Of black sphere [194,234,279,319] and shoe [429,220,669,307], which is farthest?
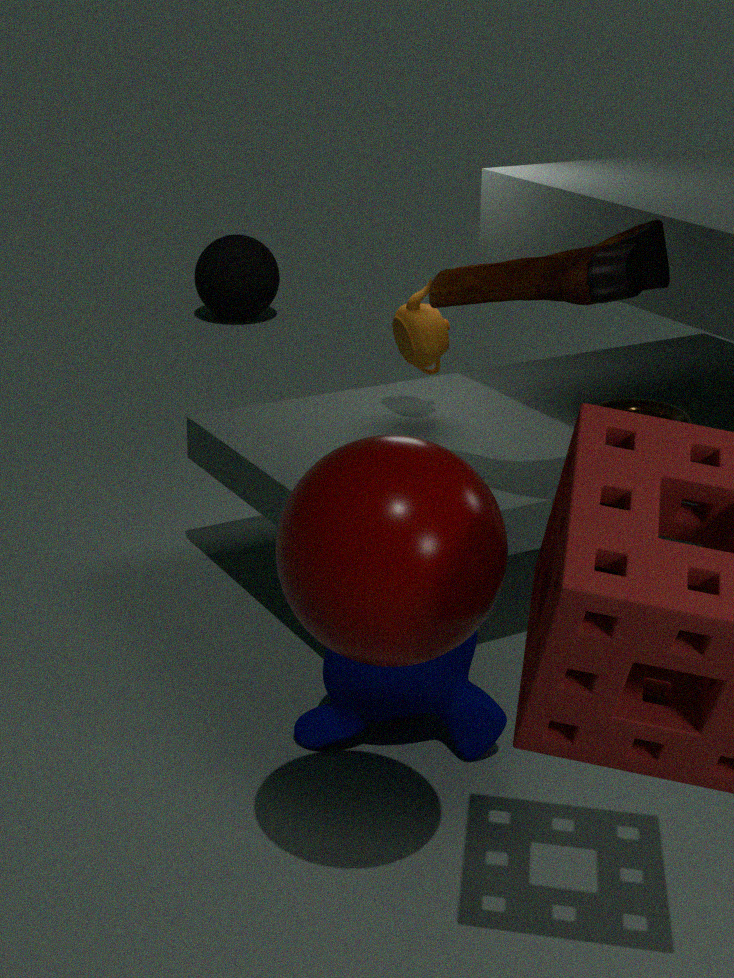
black sphere [194,234,279,319]
